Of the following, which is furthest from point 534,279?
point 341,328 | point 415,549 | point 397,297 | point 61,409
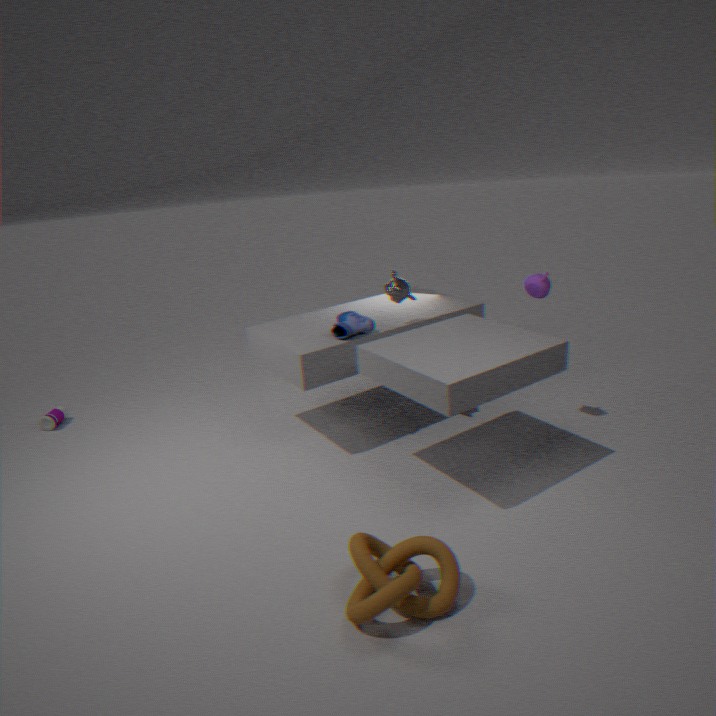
point 61,409
